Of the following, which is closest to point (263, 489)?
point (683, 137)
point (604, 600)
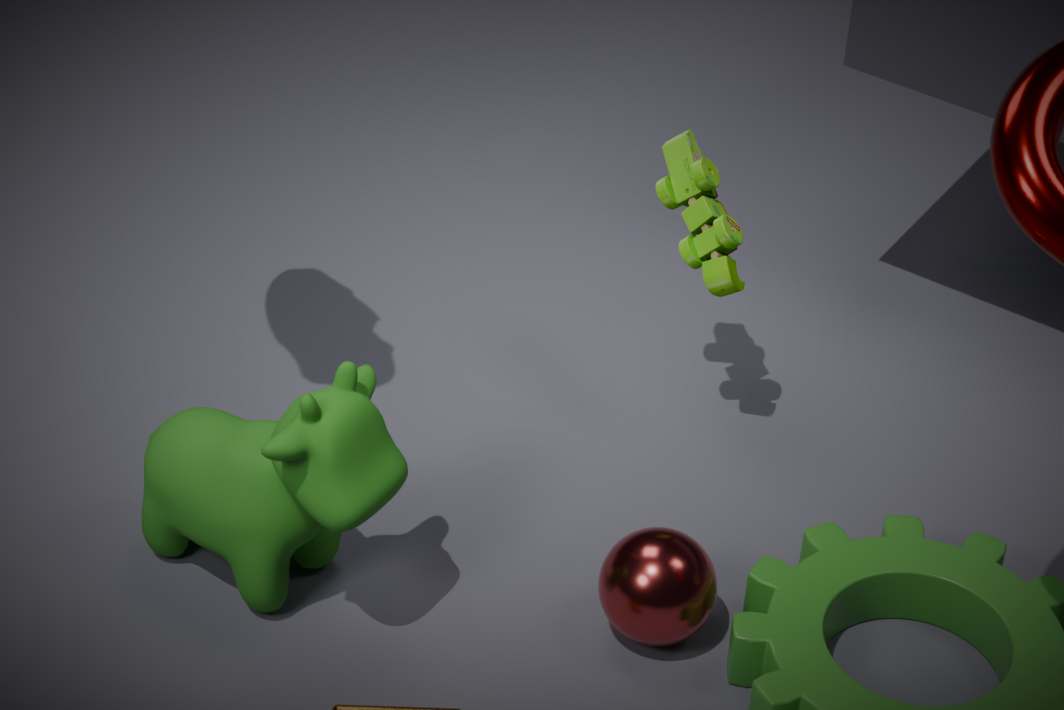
point (604, 600)
